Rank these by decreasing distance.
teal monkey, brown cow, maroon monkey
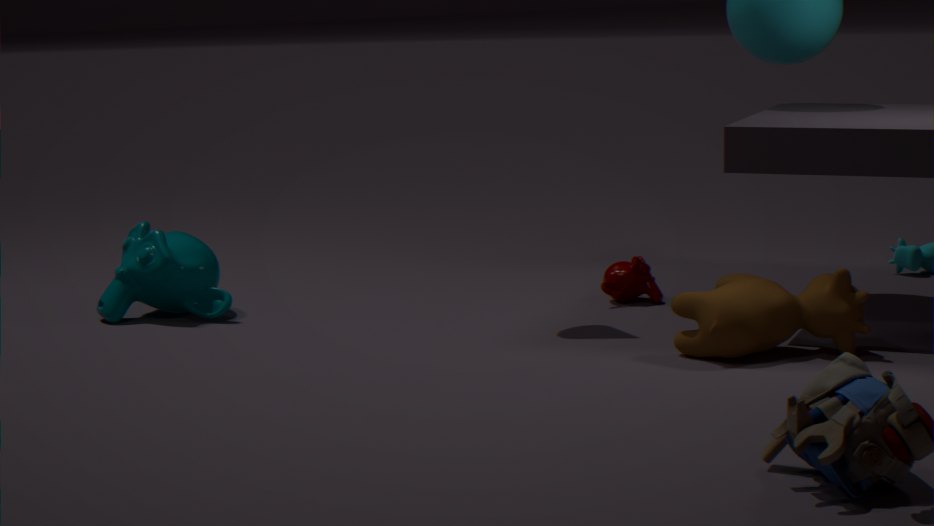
1. maroon monkey
2. teal monkey
3. brown cow
